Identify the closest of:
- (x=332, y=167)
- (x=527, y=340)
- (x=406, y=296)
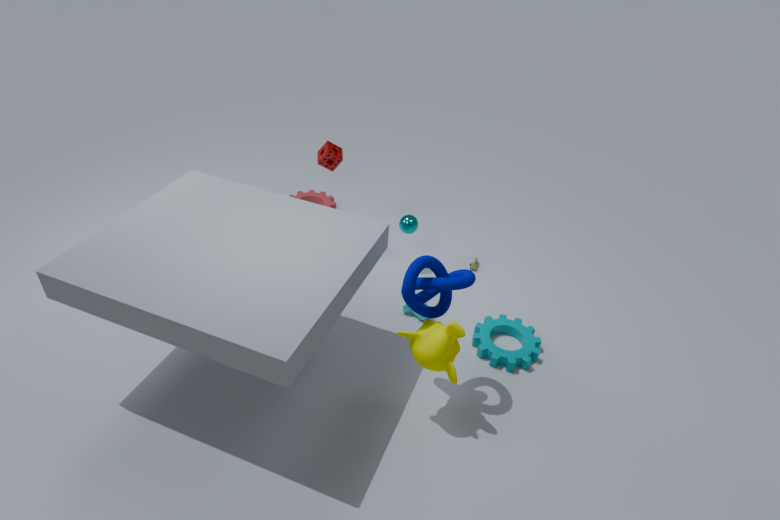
(x=406, y=296)
